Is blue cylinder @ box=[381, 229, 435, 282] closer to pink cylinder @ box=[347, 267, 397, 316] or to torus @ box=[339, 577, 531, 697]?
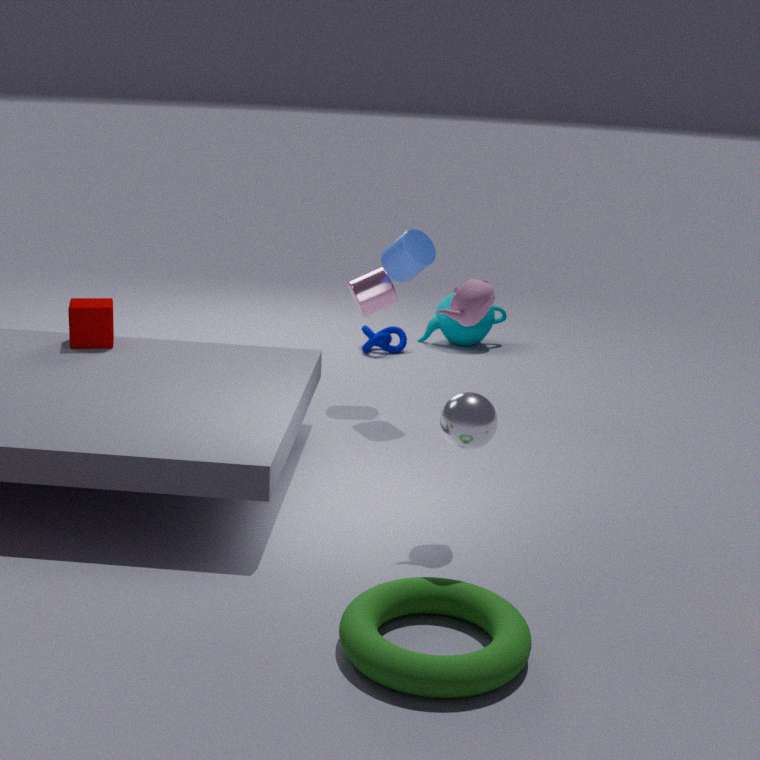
pink cylinder @ box=[347, 267, 397, 316]
